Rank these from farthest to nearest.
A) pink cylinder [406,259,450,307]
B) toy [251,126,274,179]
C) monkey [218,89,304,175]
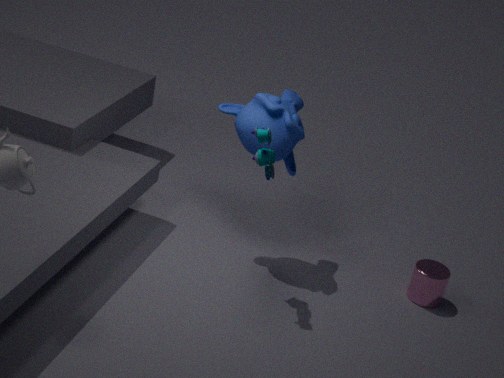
pink cylinder [406,259,450,307] < monkey [218,89,304,175] < toy [251,126,274,179]
